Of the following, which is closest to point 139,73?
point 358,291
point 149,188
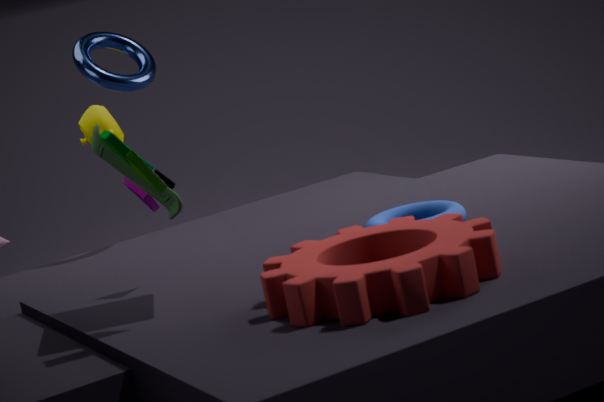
point 149,188
